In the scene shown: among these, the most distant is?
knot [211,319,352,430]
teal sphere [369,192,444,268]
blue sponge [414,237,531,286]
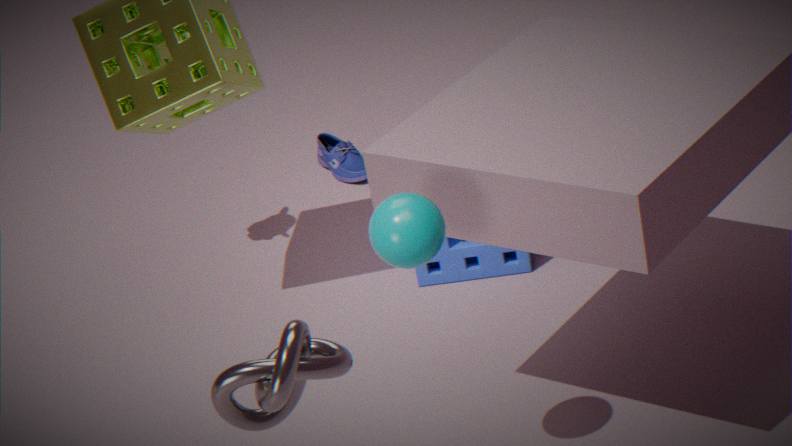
blue sponge [414,237,531,286]
